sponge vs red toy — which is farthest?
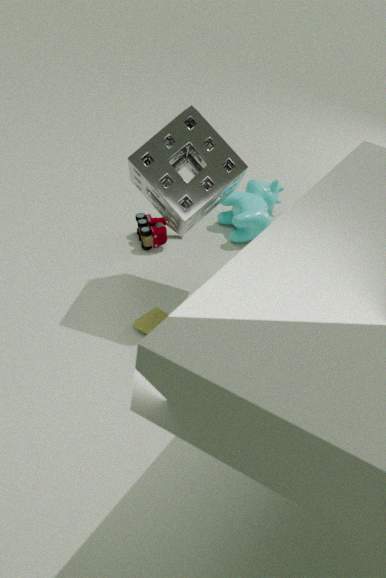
red toy
